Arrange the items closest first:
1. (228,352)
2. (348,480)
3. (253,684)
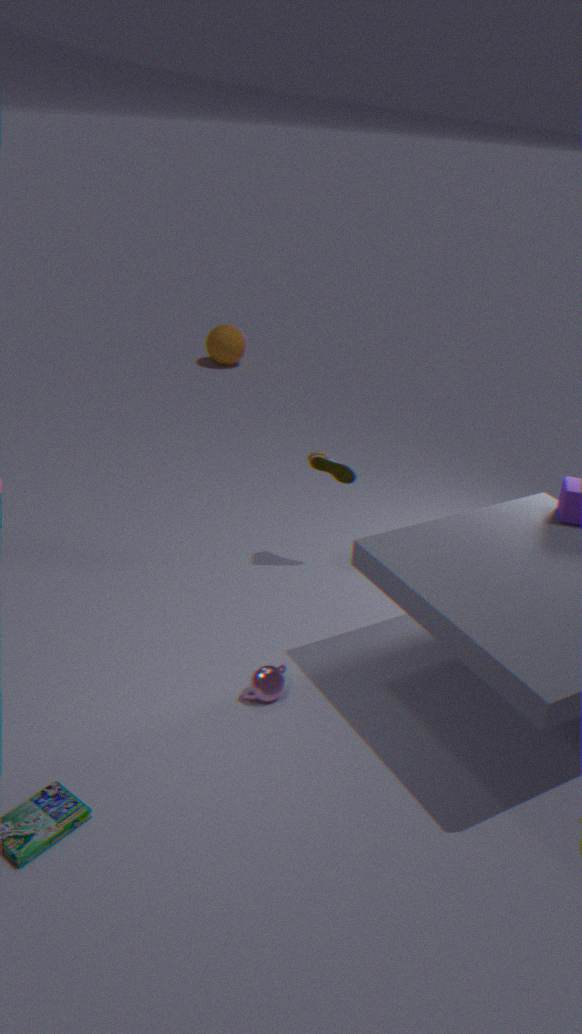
(253,684), (348,480), (228,352)
